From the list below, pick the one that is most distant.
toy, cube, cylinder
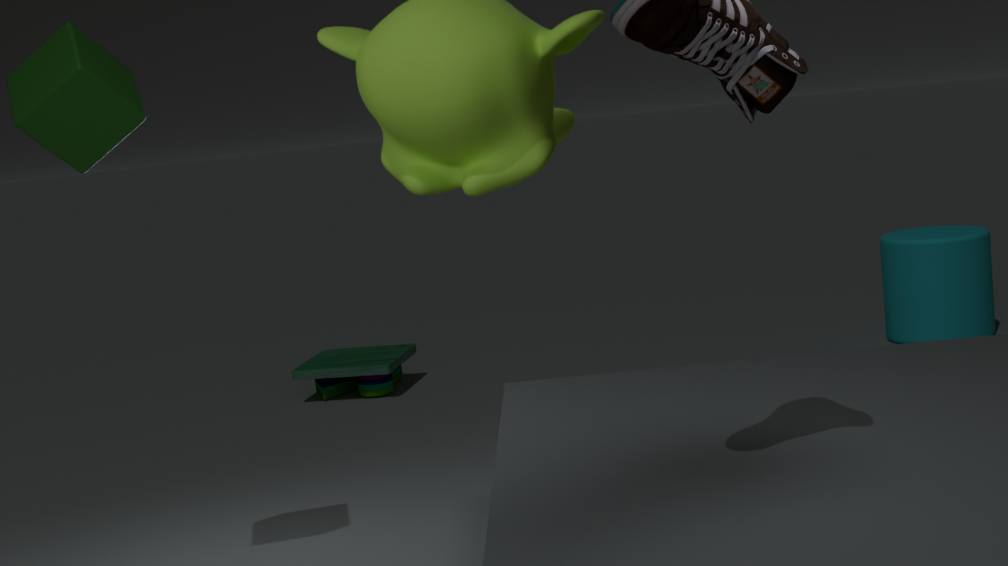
toy
